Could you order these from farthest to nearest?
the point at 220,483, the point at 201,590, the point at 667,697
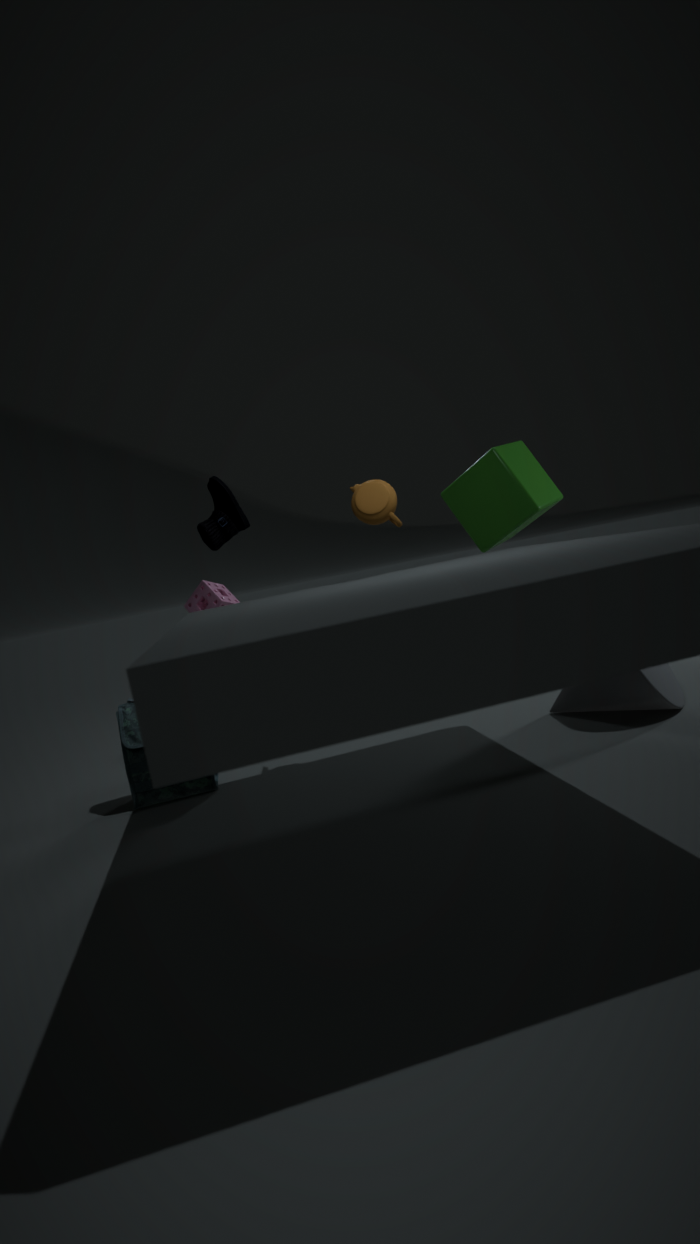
1. the point at 201,590
2. the point at 220,483
3. the point at 667,697
